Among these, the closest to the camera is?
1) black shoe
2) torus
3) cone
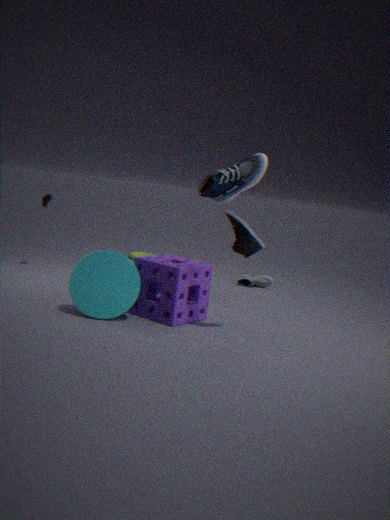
3. cone
